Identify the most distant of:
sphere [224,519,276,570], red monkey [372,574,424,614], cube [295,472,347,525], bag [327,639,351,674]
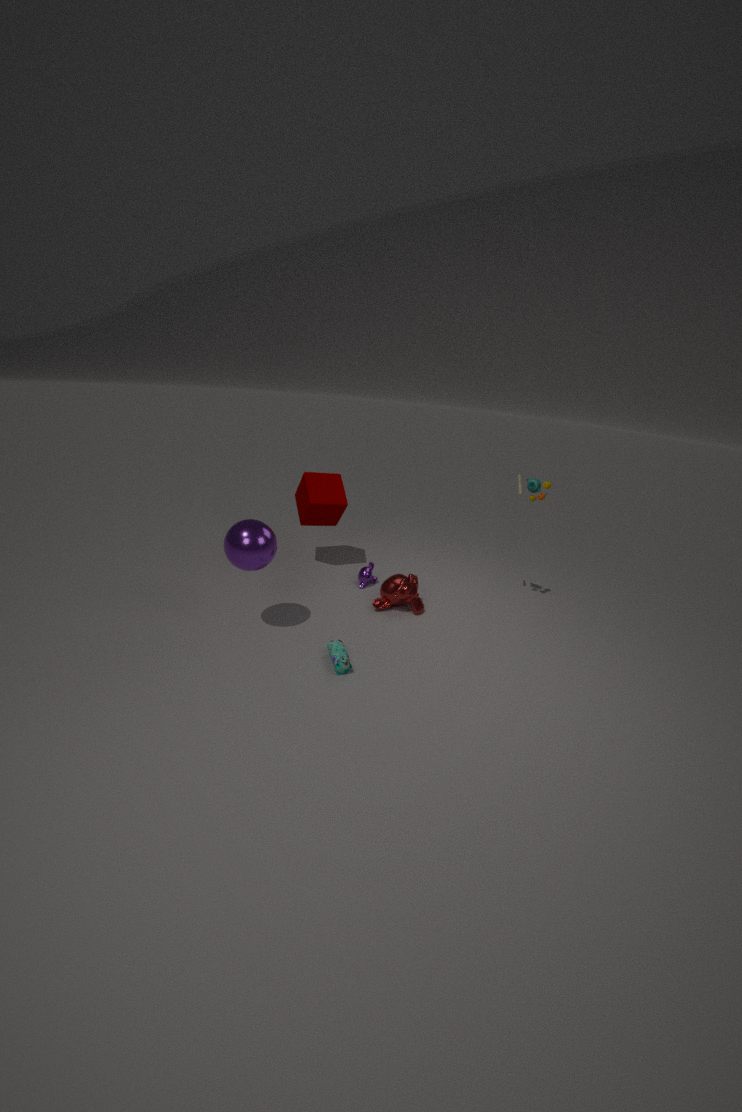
cube [295,472,347,525]
